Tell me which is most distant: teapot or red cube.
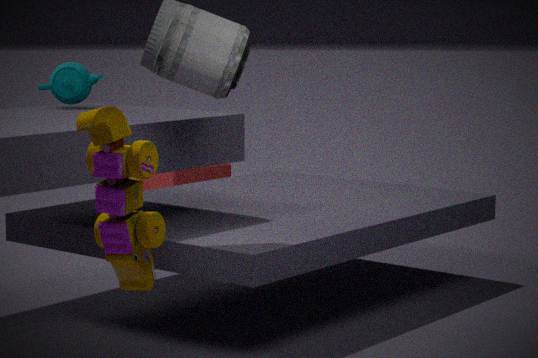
red cube
